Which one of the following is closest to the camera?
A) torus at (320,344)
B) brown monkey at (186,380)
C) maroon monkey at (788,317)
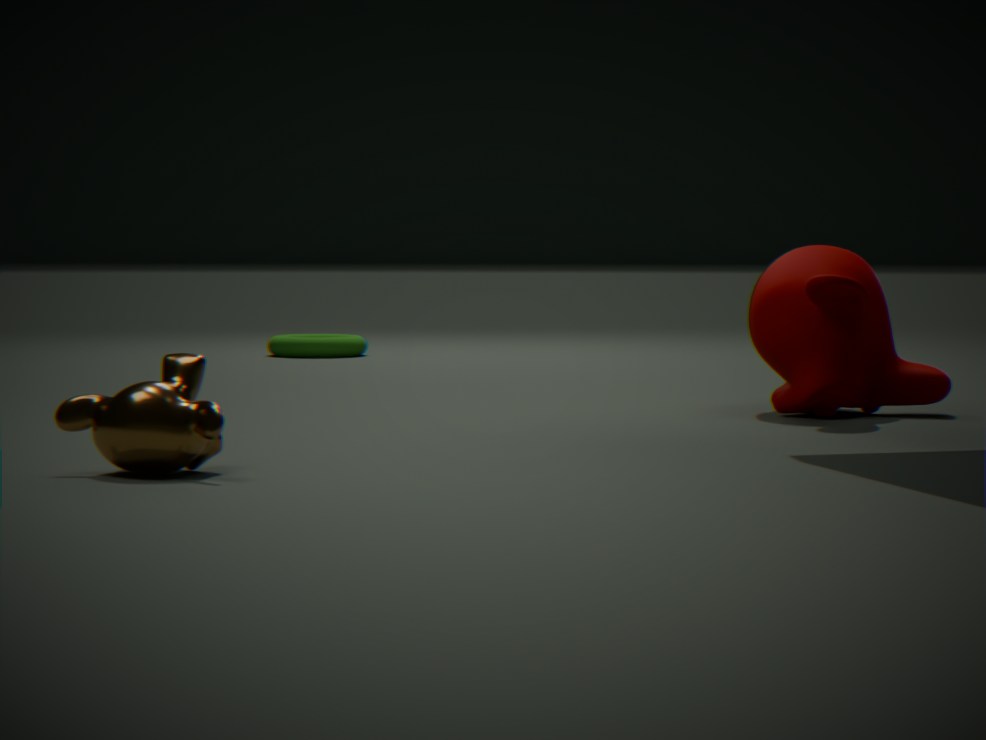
brown monkey at (186,380)
